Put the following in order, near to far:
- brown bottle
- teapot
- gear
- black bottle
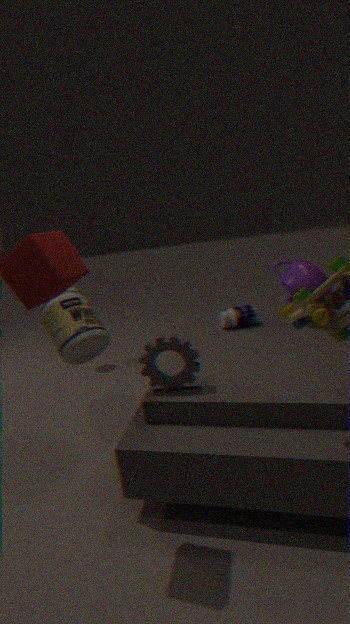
gear
brown bottle
teapot
black bottle
